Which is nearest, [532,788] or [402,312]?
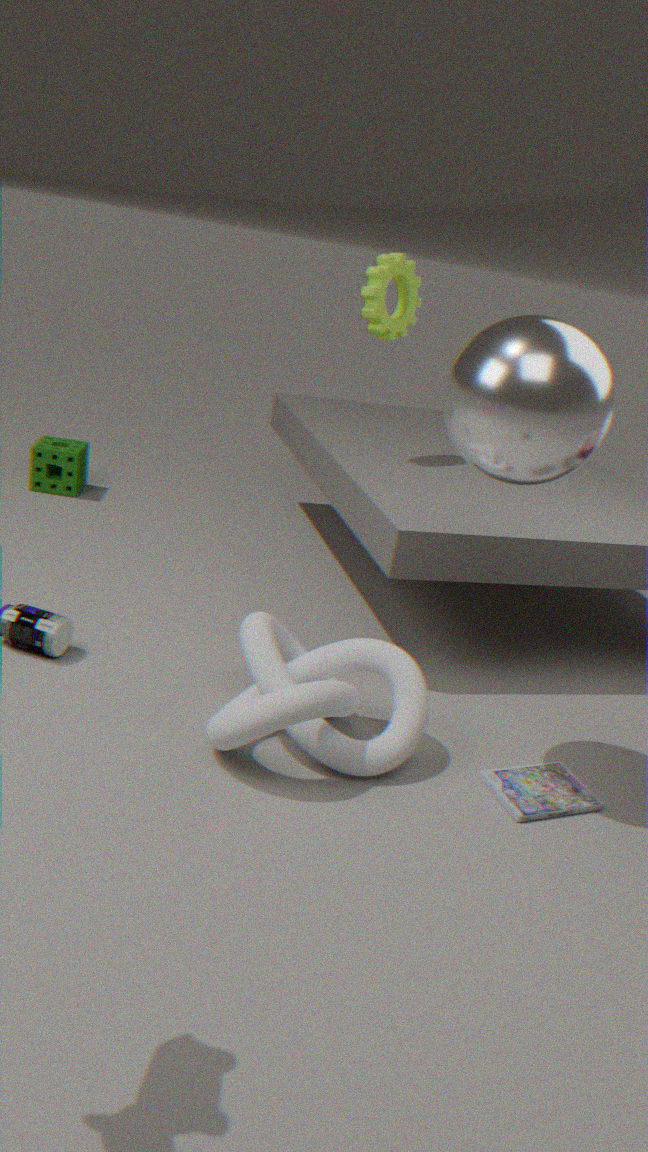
[532,788]
